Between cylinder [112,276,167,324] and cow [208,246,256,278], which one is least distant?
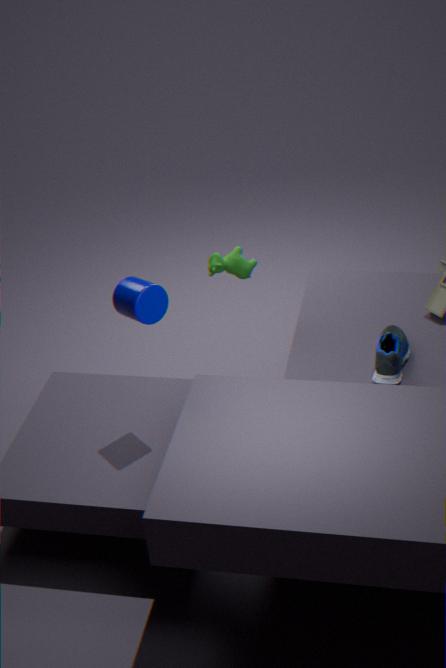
cylinder [112,276,167,324]
